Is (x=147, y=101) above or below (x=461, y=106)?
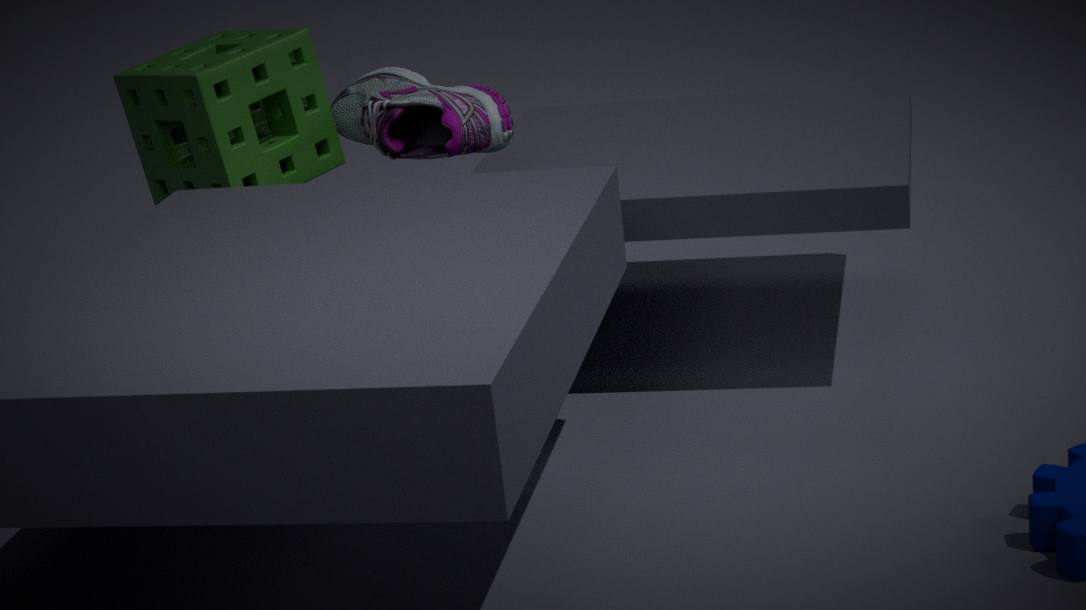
above
